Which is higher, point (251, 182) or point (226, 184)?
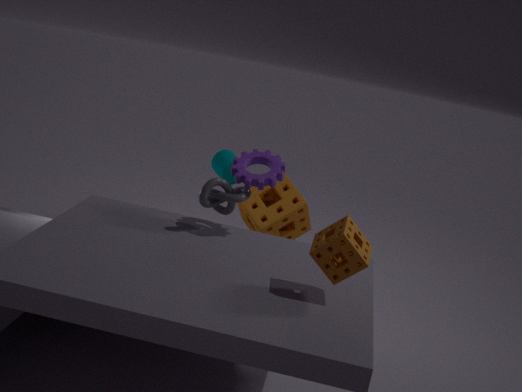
point (251, 182)
